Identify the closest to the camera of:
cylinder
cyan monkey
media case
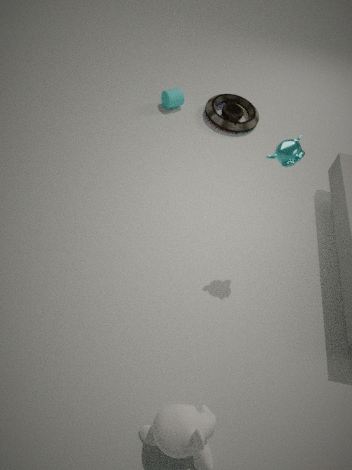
cyan monkey
